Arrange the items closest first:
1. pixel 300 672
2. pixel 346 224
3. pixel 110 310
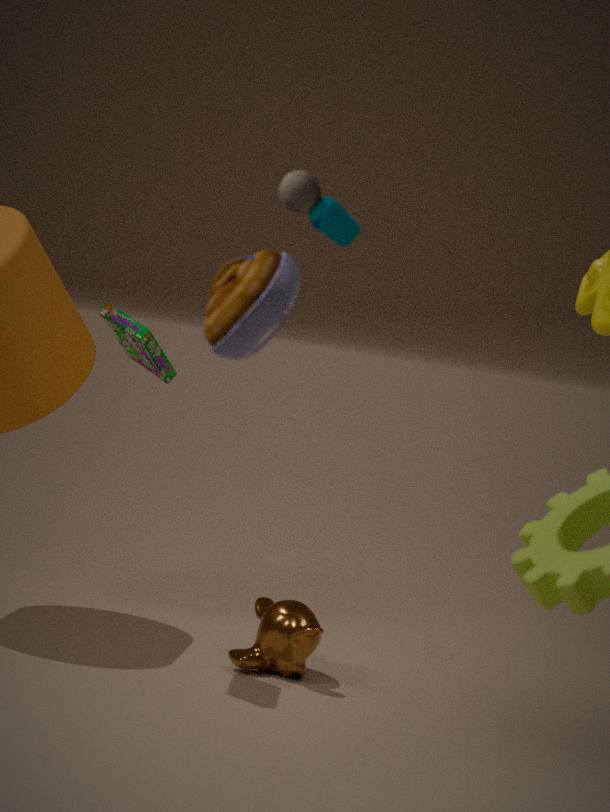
pixel 346 224 < pixel 110 310 < pixel 300 672
